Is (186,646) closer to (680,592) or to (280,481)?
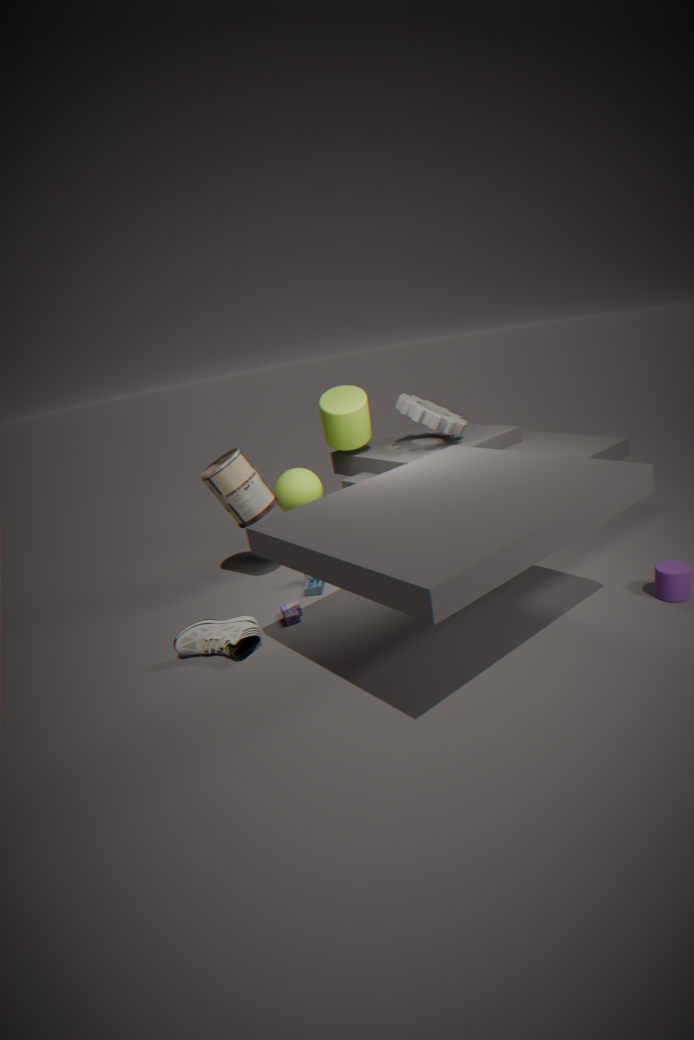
(280,481)
